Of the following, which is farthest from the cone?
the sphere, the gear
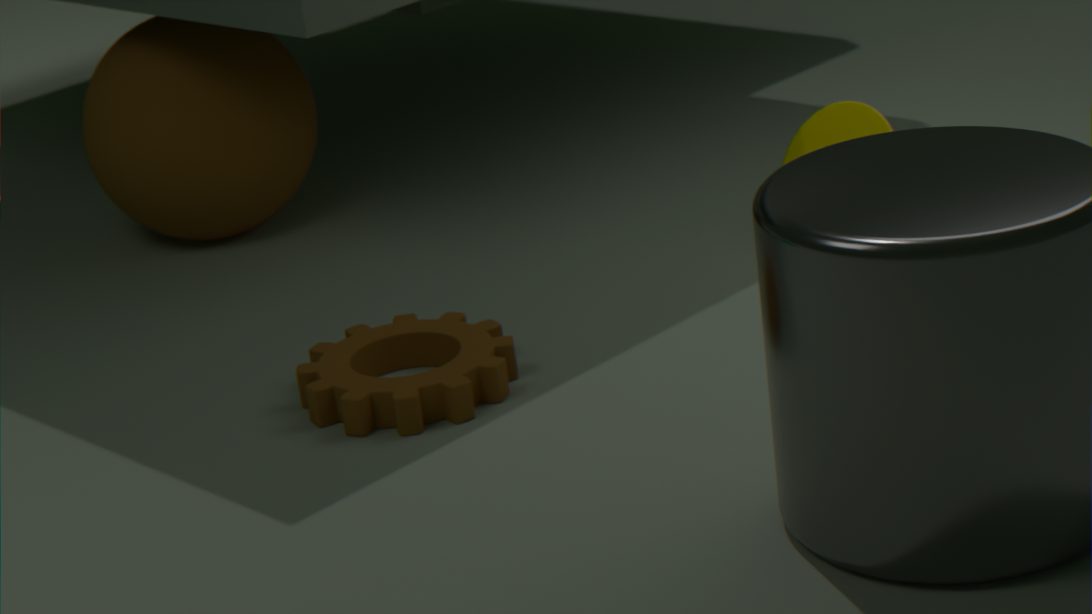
the sphere
